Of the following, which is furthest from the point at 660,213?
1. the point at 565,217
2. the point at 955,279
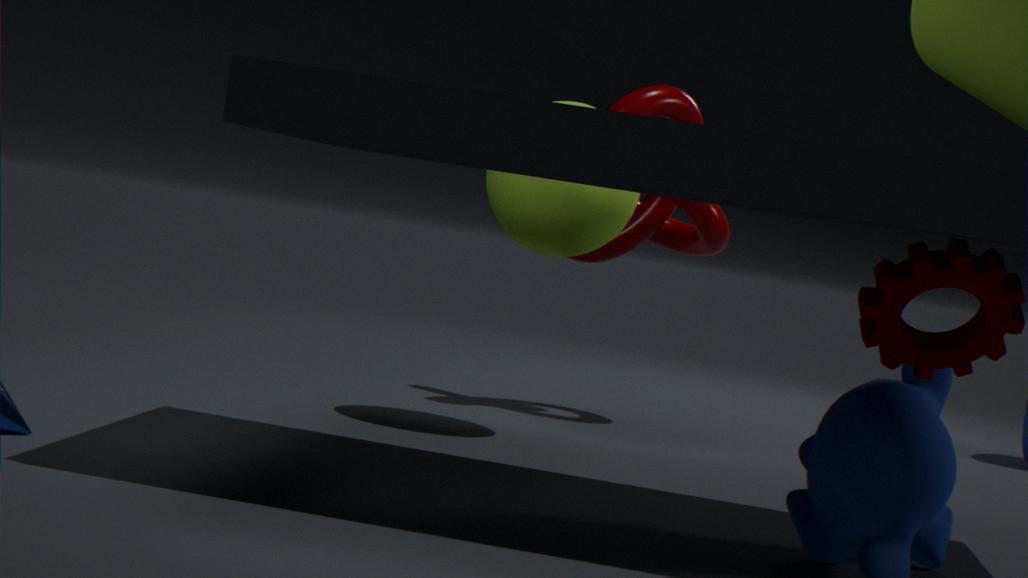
the point at 955,279
